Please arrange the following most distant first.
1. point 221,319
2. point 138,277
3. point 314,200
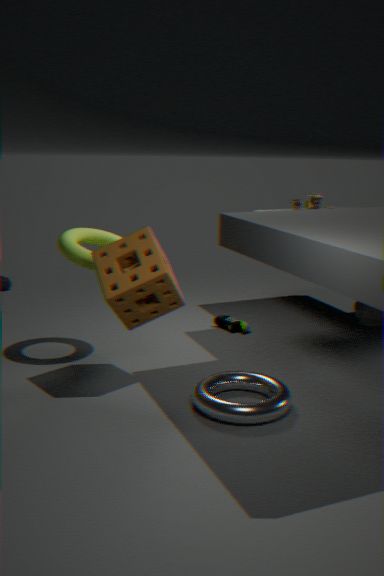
1. point 221,319
2. point 314,200
3. point 138,277
